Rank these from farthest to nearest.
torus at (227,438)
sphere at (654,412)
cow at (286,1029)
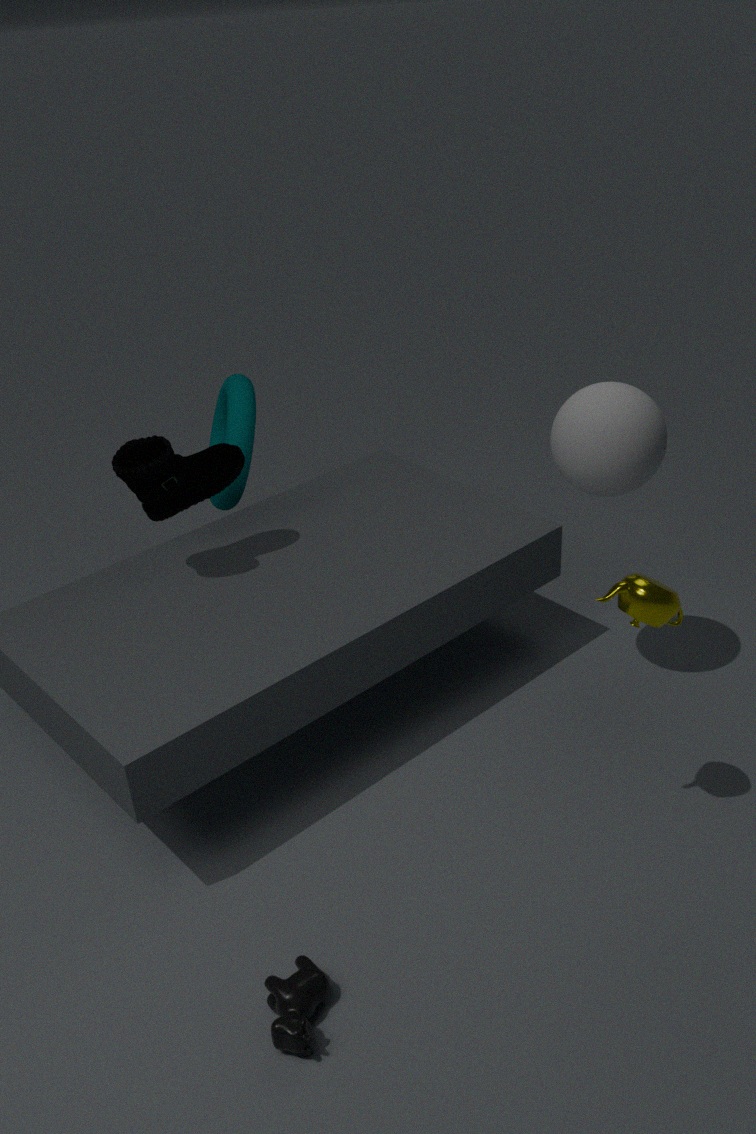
torus at (227,438), sphere at (654,412), cow at (286,1029)
